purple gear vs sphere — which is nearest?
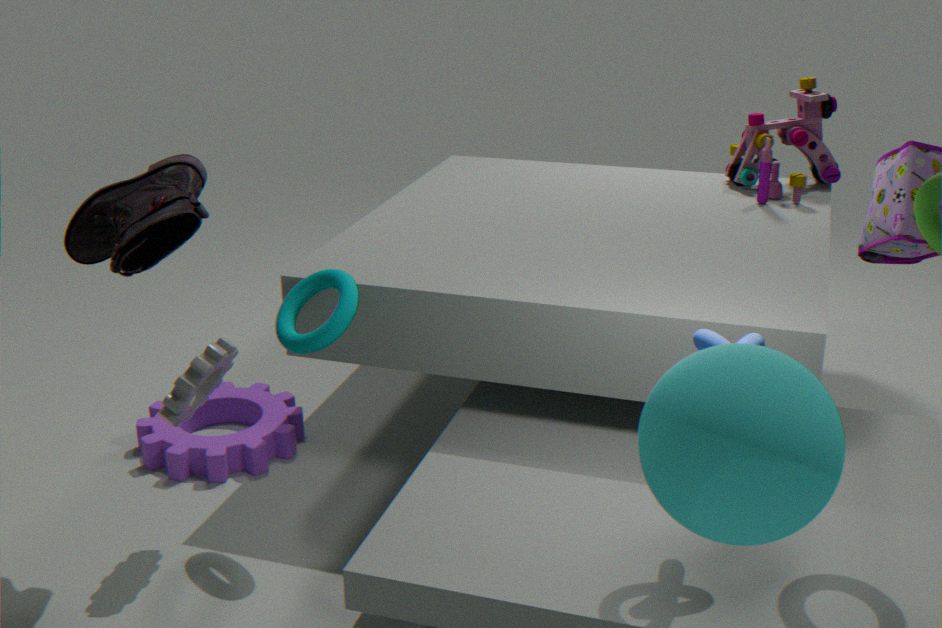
sphere
